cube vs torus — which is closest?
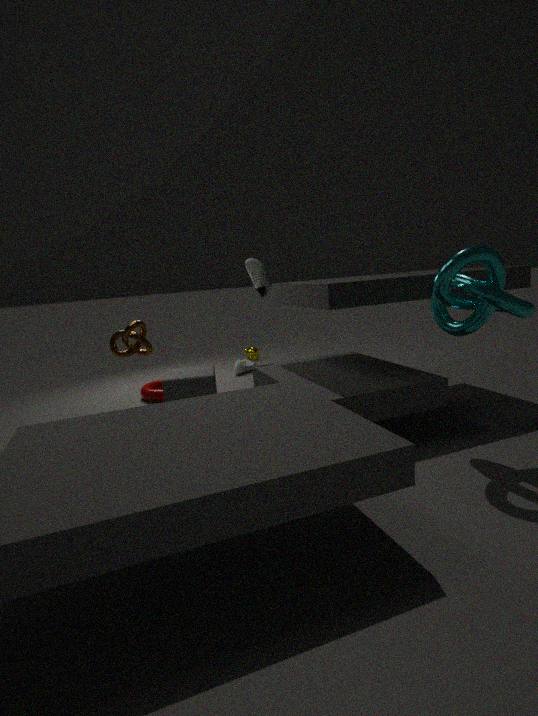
cube
